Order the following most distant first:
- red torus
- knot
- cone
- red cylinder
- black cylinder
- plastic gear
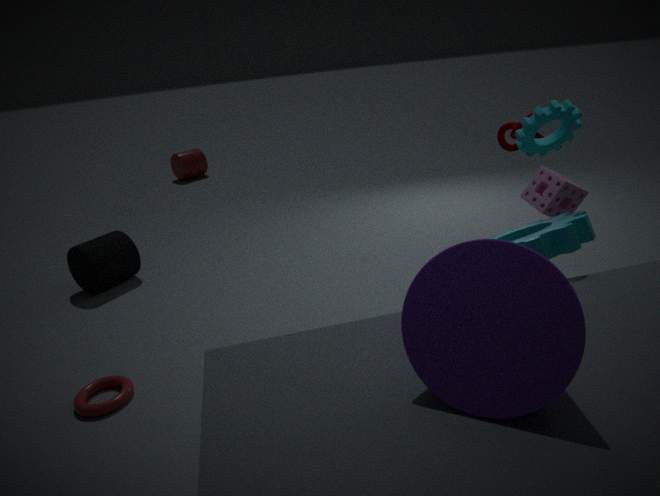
red cylinder < black cylinder < knot < red torus < plastic gear < cone
